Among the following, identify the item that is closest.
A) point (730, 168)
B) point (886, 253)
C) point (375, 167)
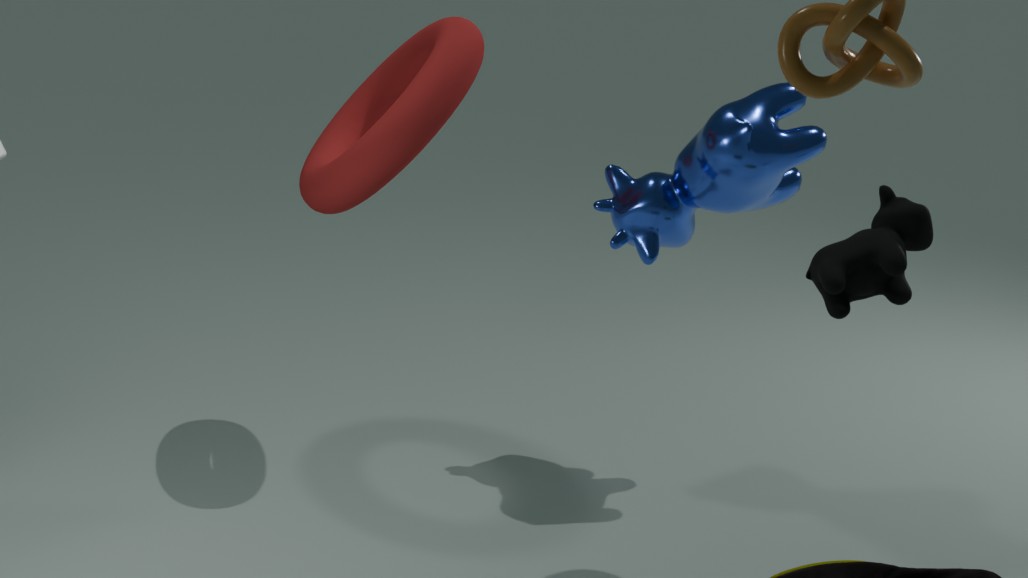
B
